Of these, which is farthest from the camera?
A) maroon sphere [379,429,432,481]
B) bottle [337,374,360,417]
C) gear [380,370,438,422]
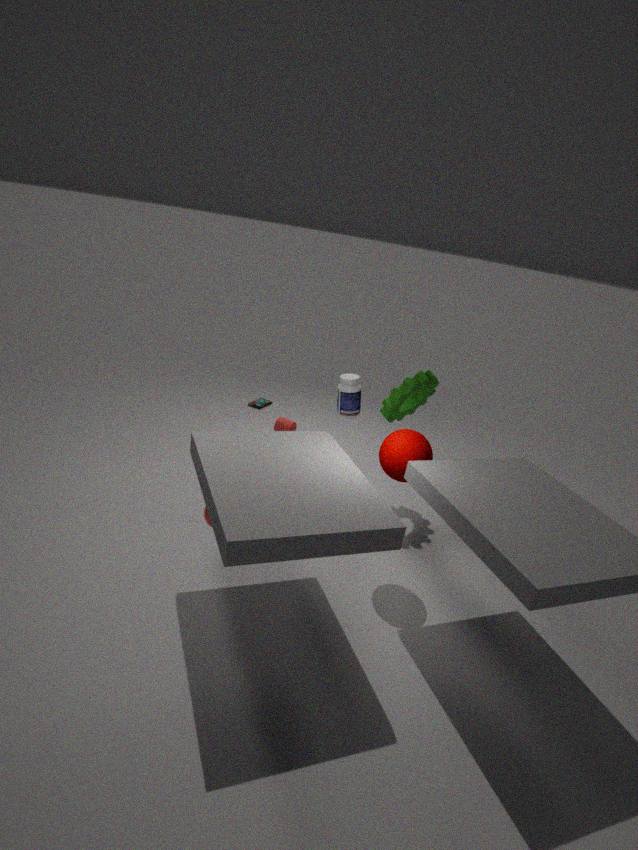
gear [380,370,438,422]
